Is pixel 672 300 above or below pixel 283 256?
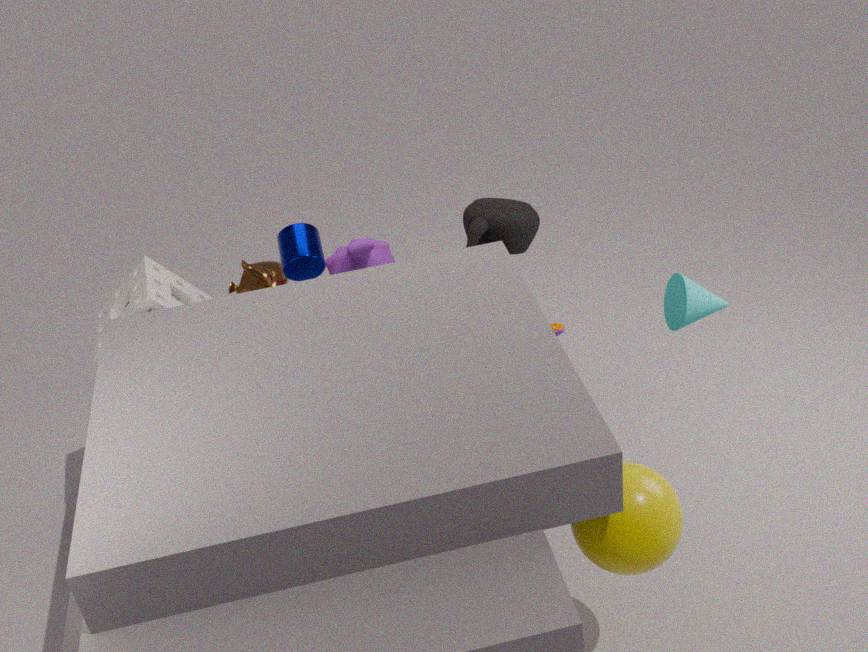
below
